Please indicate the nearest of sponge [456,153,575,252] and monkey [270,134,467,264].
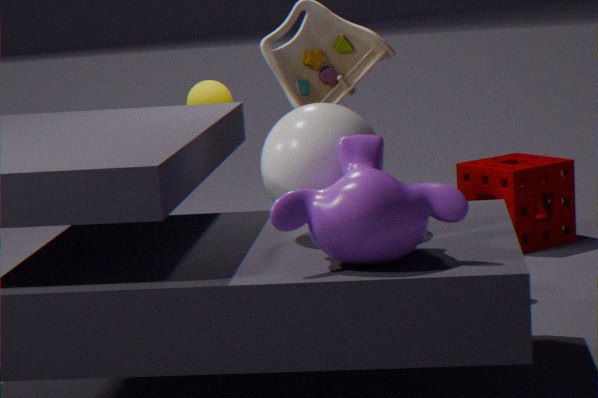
monkey [270,134,467,264]
